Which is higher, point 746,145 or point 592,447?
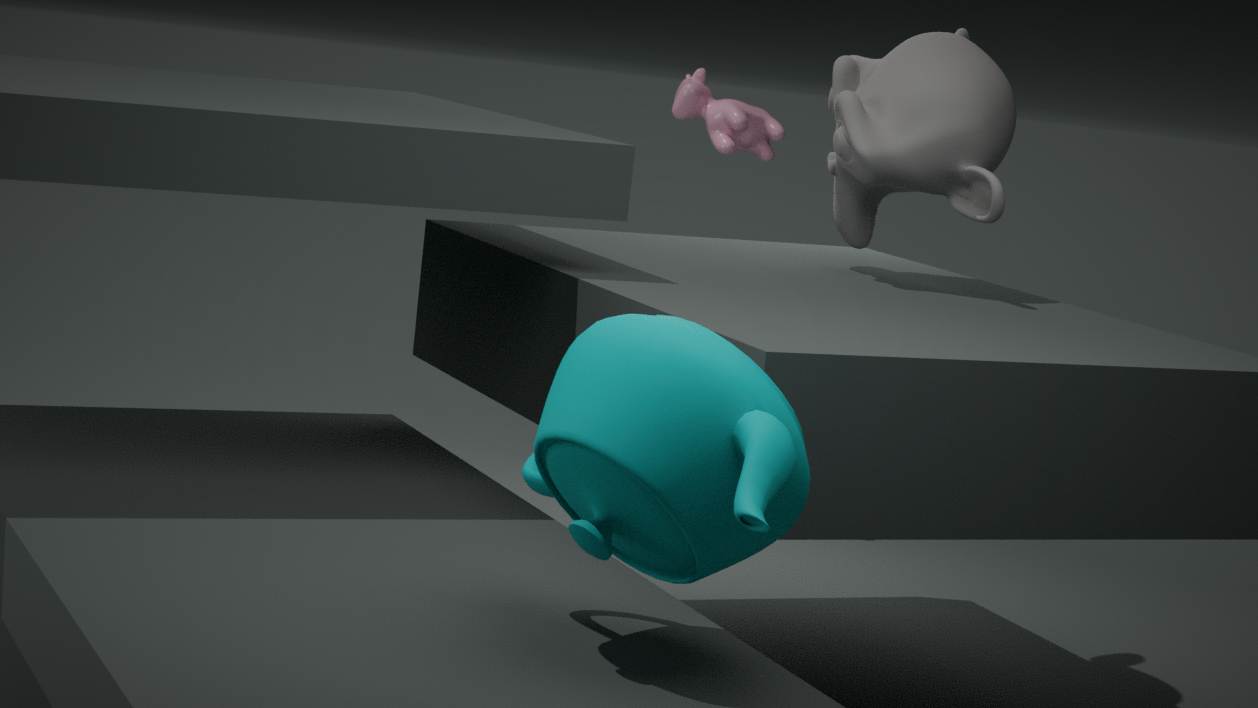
point 746,145
